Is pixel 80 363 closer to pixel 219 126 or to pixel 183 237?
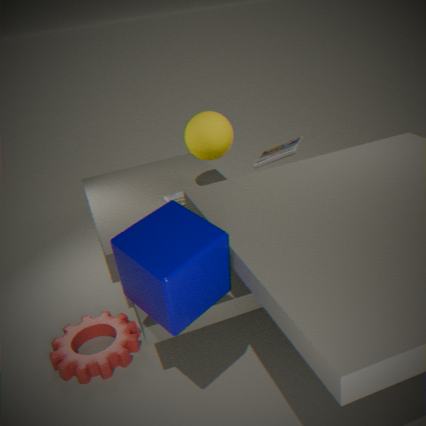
pixel 183 237
